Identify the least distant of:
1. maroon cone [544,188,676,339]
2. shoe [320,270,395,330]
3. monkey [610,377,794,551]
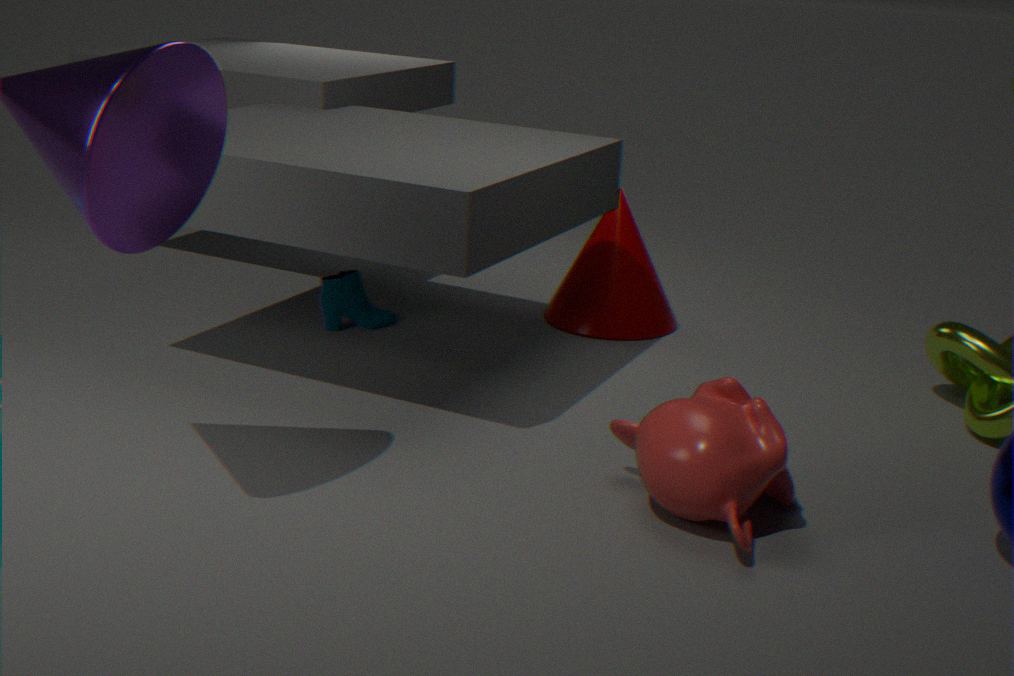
monkey [610,377,794,551]
